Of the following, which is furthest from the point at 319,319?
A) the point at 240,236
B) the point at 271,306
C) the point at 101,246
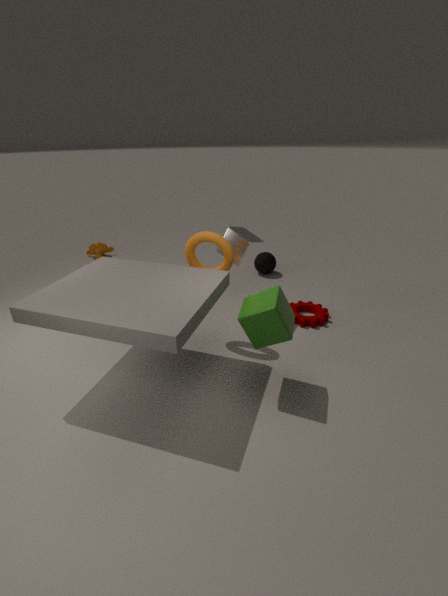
the point at 101,246
